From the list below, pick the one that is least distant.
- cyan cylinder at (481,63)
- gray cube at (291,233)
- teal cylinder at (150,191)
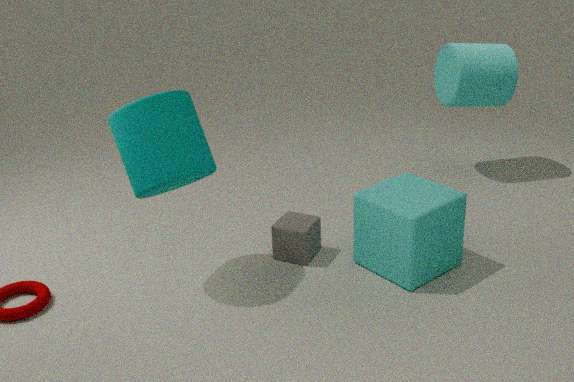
teal cylinder at (150,191)
